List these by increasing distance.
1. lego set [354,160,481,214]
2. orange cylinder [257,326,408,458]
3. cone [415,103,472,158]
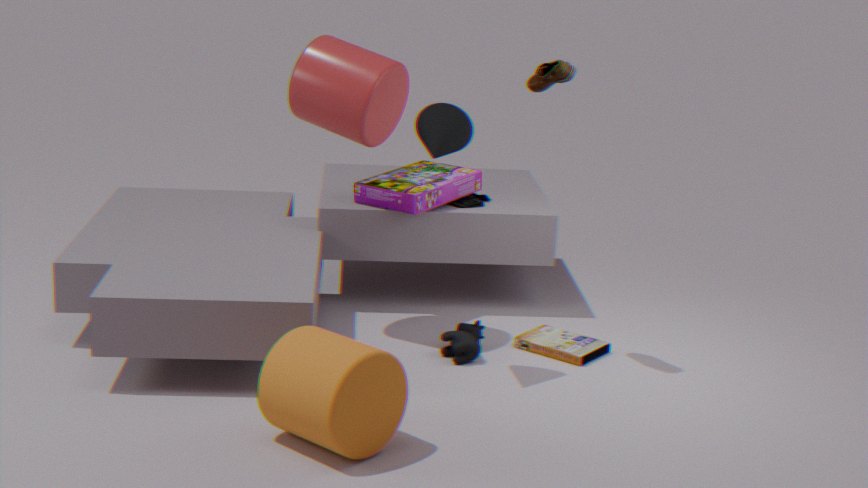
orange cylinder [257,326,408,458] → cone [415,103,472,158] → lego set [354,160,481,214]
